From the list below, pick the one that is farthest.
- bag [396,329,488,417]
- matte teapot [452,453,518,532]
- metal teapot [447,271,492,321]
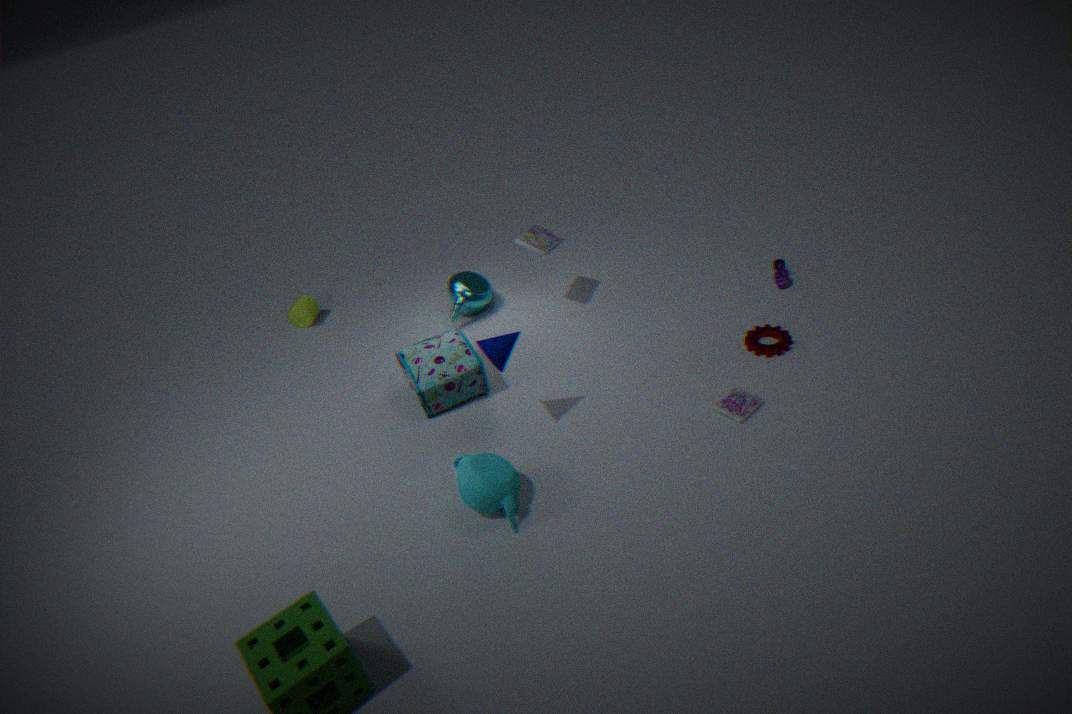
metal teapot [447,271,492,321]
